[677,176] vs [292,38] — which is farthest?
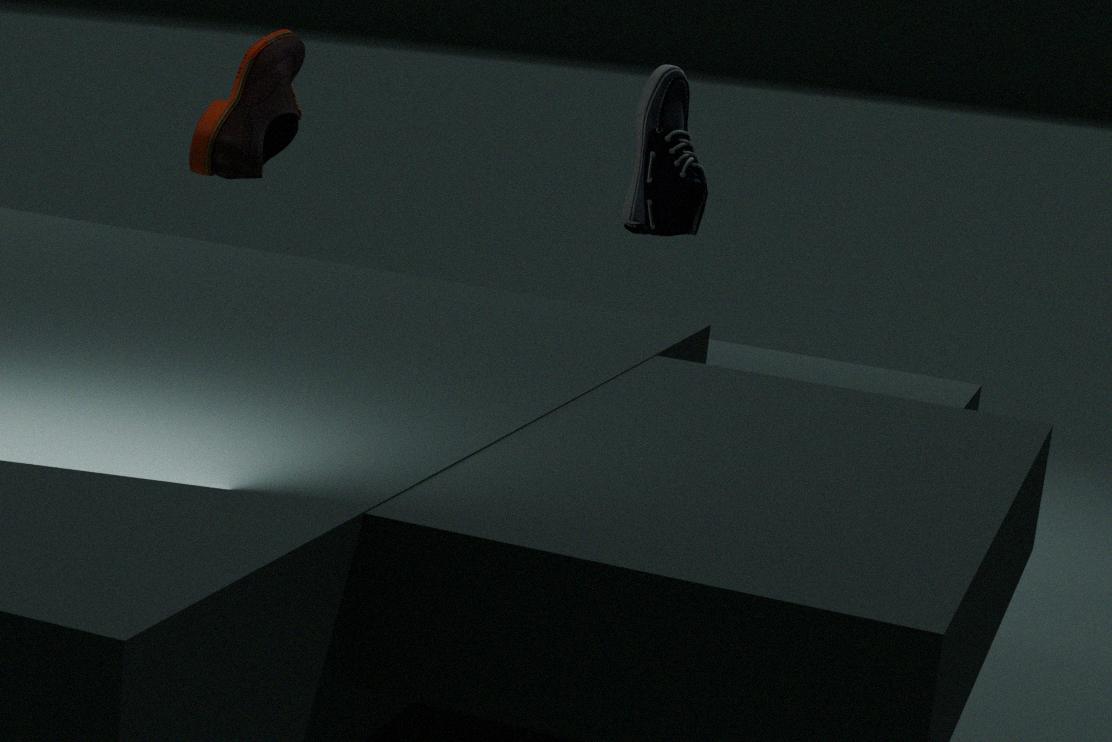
[292,38]
